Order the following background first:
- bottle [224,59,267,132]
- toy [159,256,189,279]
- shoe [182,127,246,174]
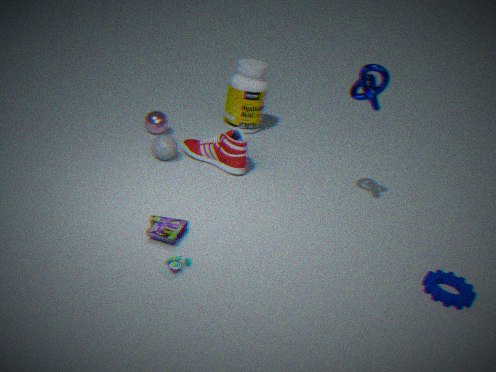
bottle [224,59,267,132] < shoe [182,127,246,174] < toy [159,256,189,279]
